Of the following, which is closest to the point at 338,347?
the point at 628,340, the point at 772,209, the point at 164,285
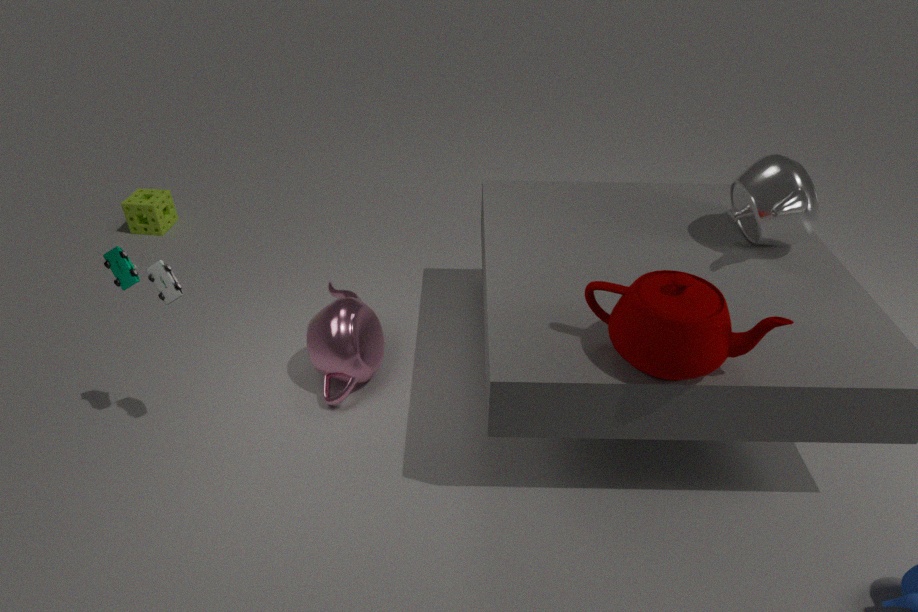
the point at 164,285
